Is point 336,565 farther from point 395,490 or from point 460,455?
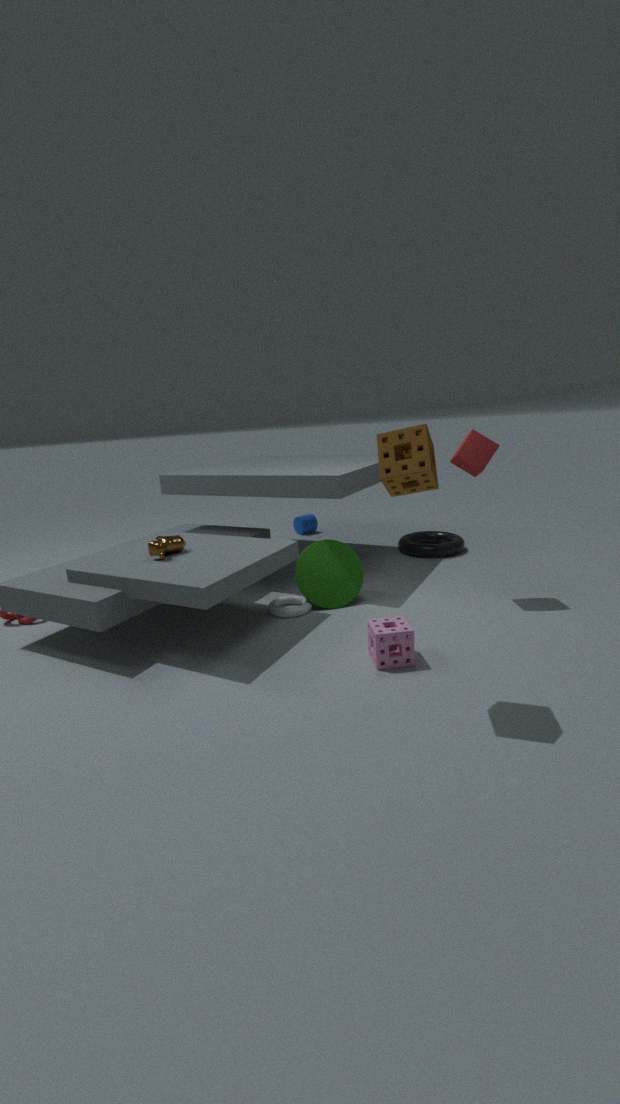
point 395,490
